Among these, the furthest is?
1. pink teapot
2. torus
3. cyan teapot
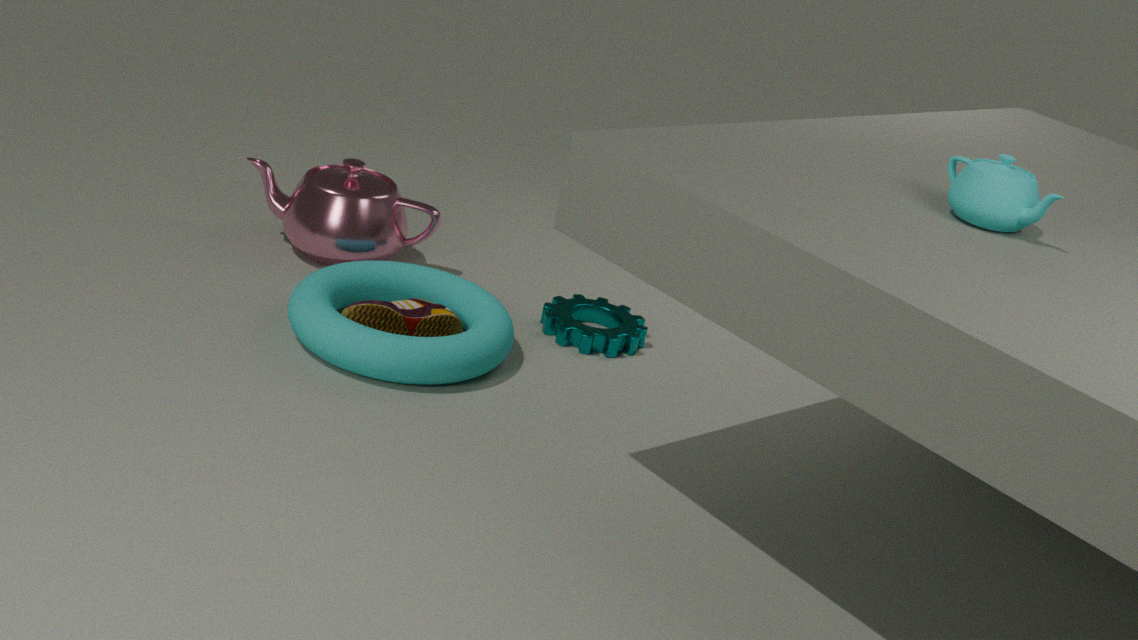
pink teapot
